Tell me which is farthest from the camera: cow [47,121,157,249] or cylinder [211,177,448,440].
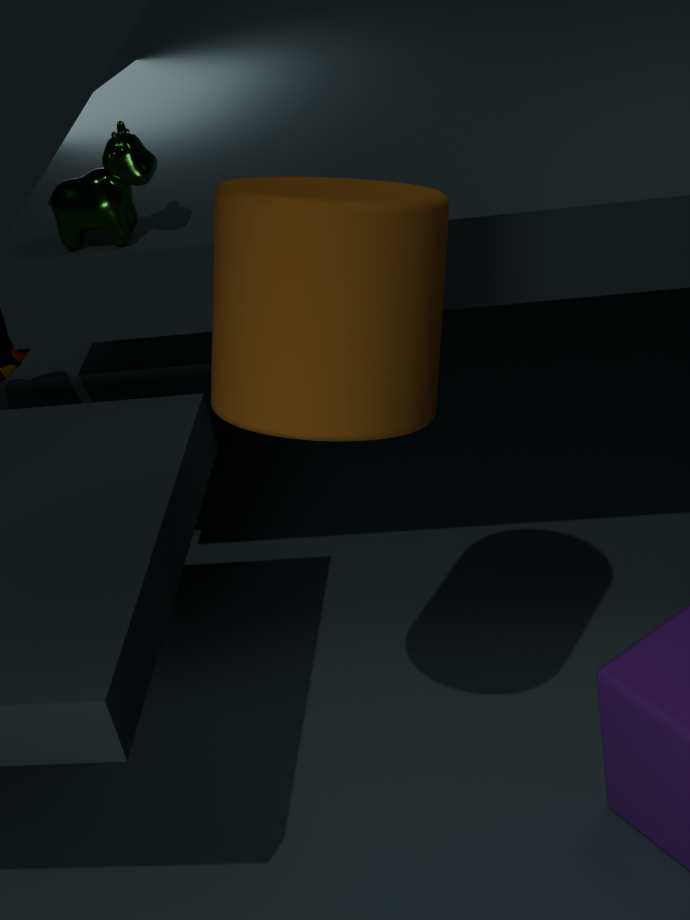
cow [47,121,157,249]
